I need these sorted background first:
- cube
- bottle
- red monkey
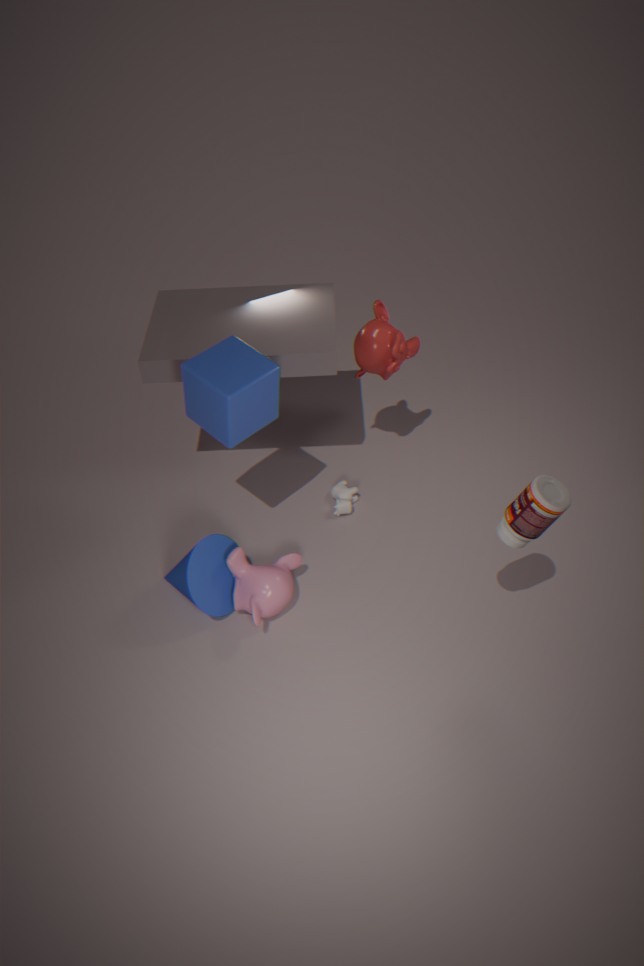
red monkey → cube → bottle
